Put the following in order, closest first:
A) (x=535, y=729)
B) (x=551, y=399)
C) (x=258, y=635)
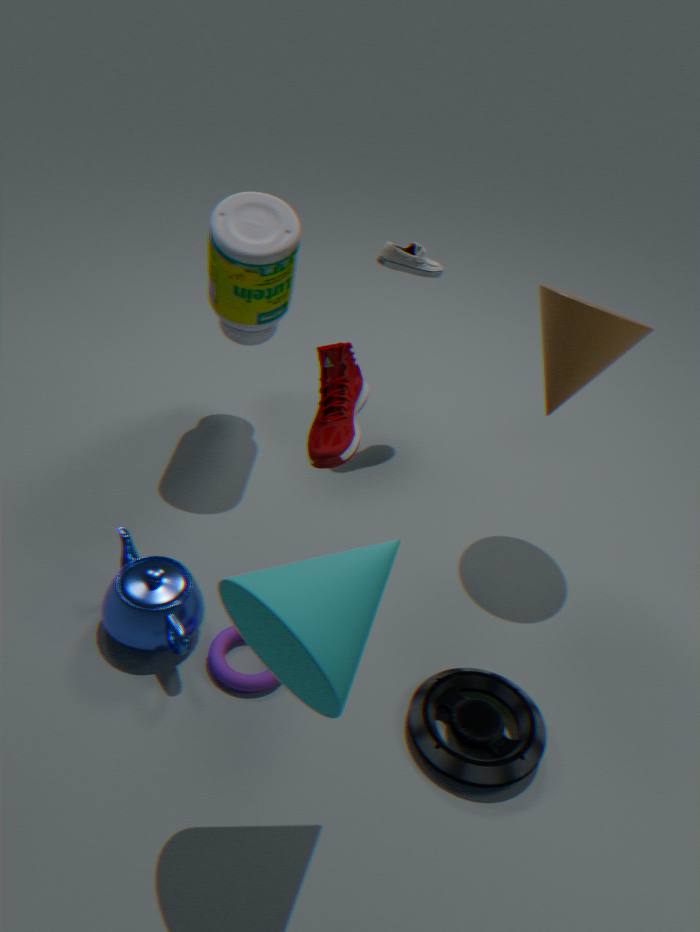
1. (x=258, y=635)
2. (x=535, y=729)
3. (x=551, y=399)
